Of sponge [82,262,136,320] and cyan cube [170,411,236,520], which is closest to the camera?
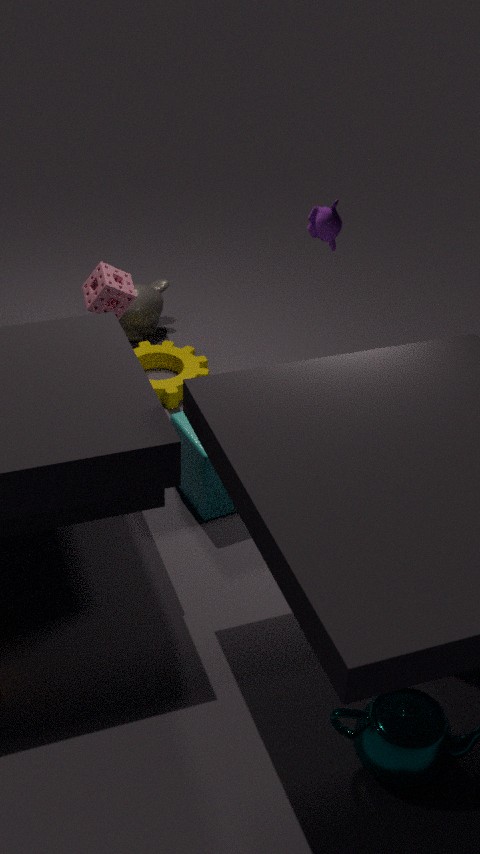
cyan cube [170,411,236,520]
